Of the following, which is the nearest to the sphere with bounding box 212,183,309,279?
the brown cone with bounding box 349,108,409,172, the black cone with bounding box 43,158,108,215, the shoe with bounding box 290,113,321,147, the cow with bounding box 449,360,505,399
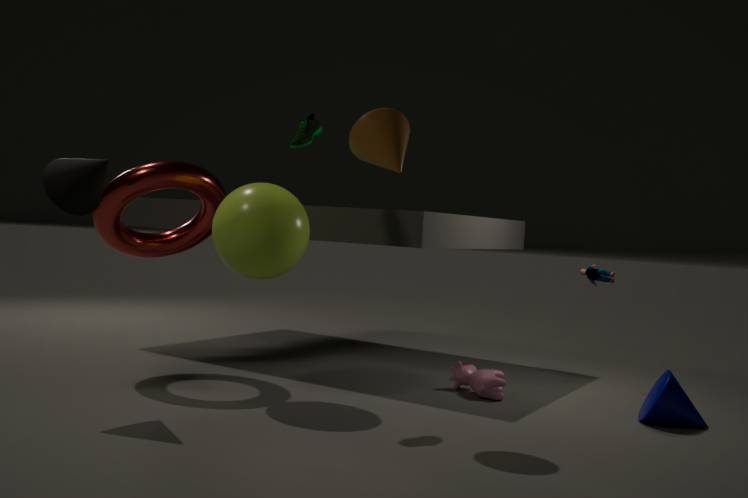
the shoe with bounding box 290,113,321,147
